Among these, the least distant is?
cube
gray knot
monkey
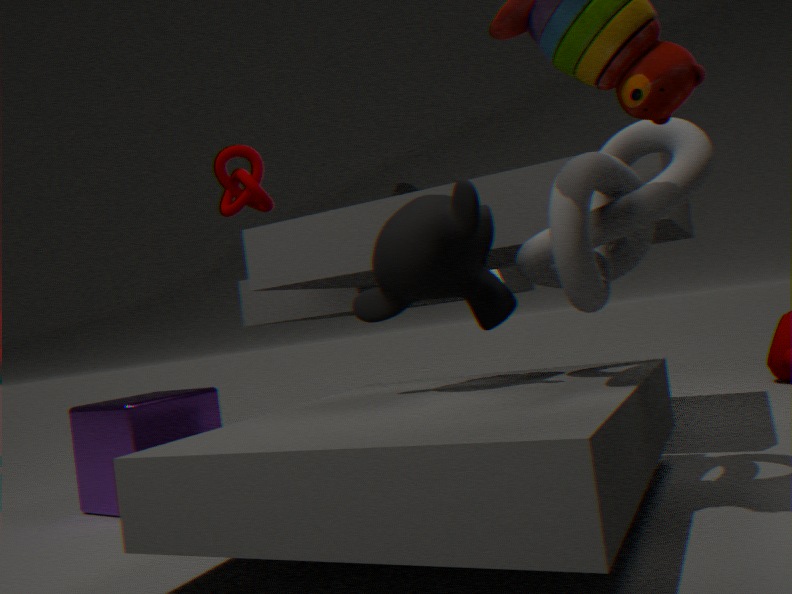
gray knot
